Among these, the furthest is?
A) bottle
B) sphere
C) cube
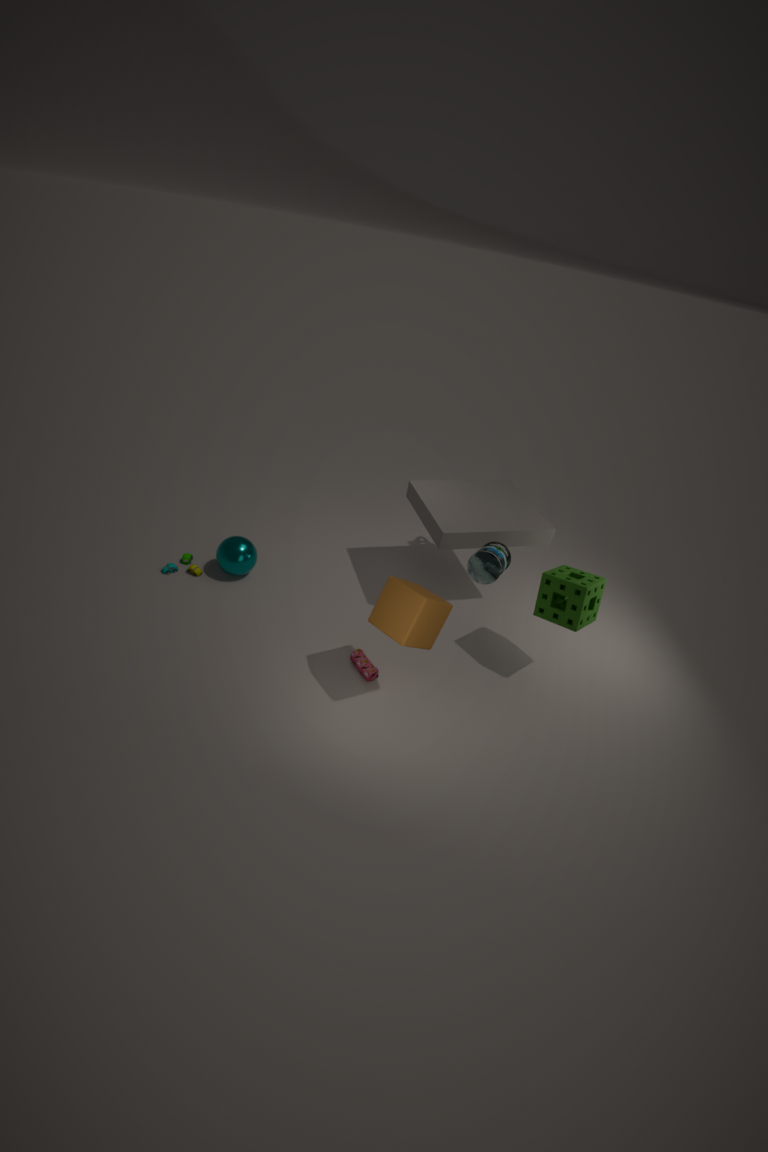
sphere
